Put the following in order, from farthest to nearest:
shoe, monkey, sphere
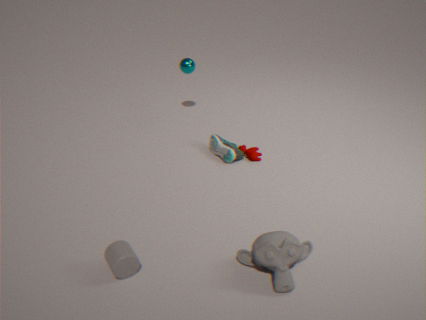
sphere
shoe
monkey
